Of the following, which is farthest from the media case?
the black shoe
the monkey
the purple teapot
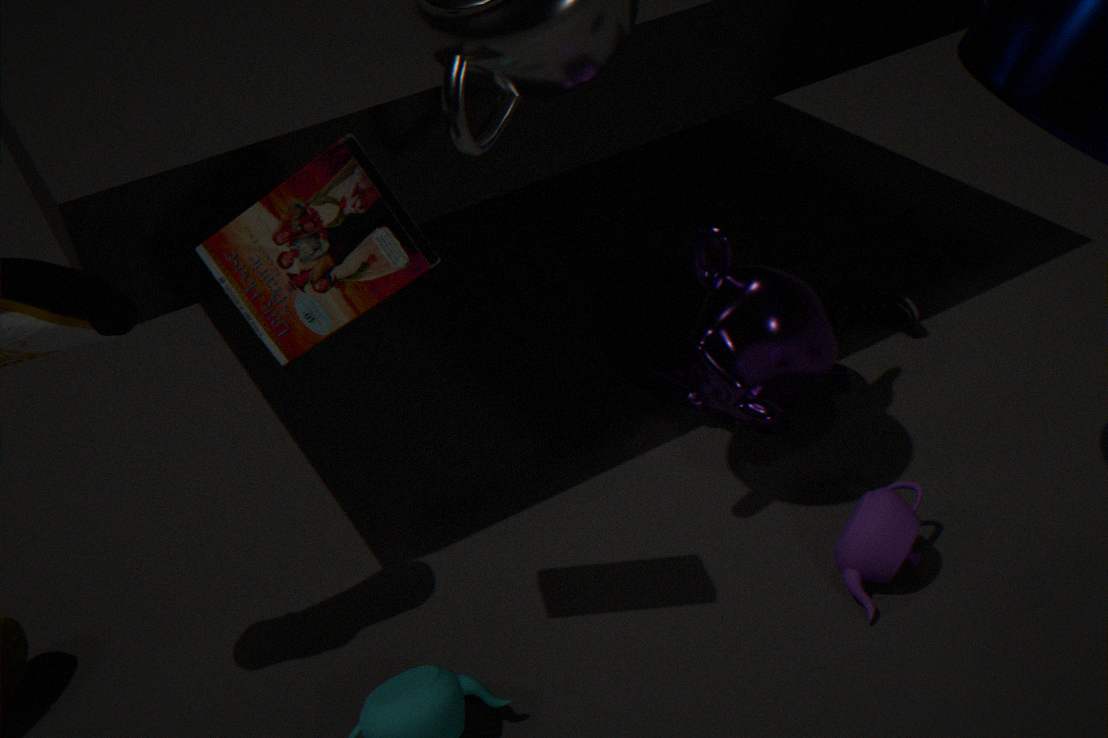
the black shoe
